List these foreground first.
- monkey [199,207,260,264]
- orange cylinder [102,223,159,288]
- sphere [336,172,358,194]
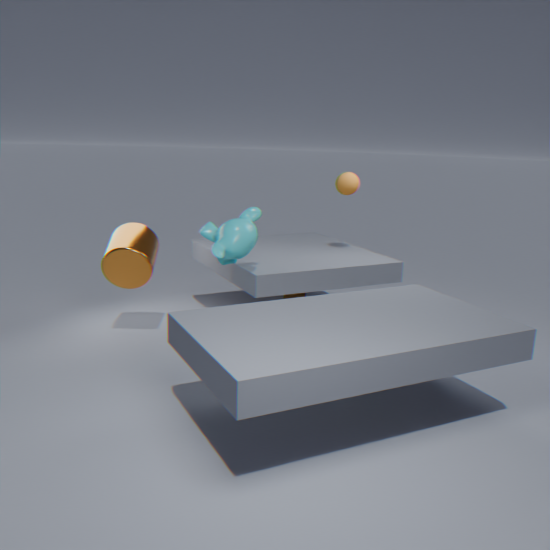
monkey [199,207,260,264] < orange cylinder [102,223,159,288] < sphere [336,172,358,194]
